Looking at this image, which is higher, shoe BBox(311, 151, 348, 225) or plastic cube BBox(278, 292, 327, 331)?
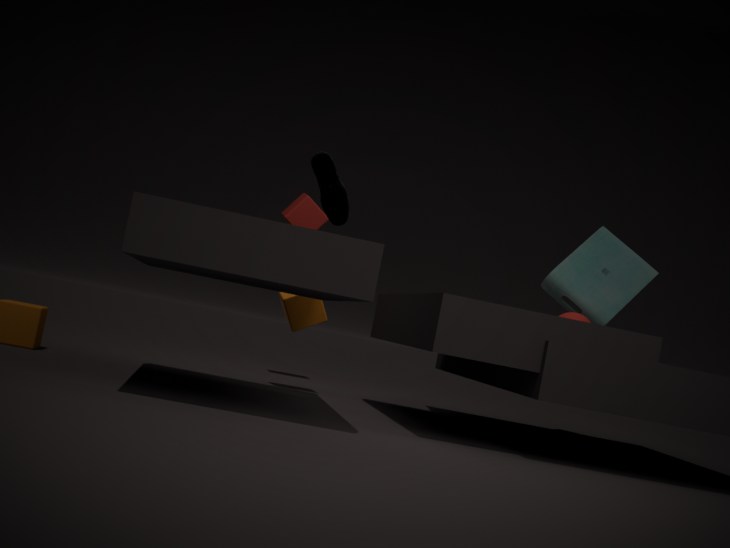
shoe BBox(311, 151, 348, 225)
